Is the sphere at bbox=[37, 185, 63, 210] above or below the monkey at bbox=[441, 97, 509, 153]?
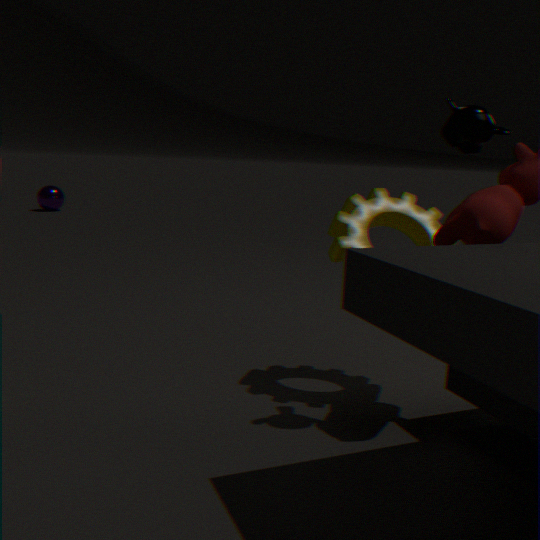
below
